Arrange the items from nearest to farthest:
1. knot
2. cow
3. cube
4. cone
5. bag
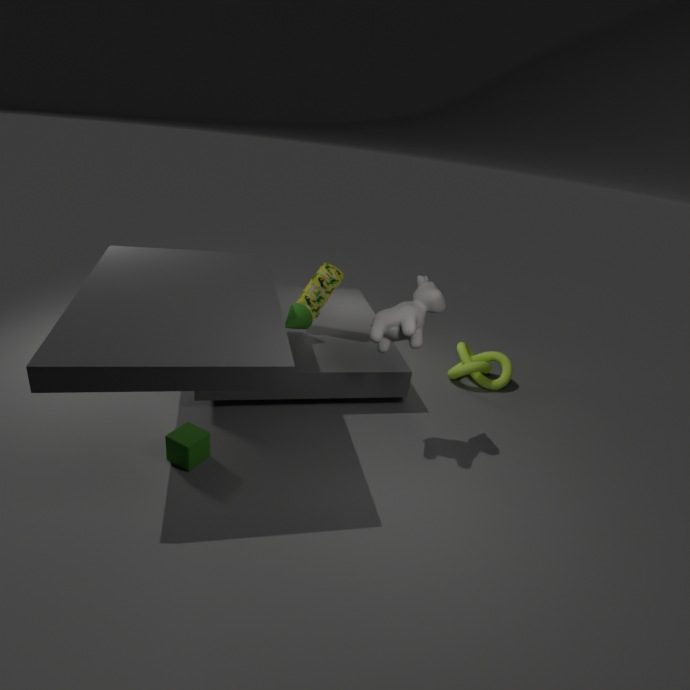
1. cow
2. cube
3. cone
4. bag
5. knot
